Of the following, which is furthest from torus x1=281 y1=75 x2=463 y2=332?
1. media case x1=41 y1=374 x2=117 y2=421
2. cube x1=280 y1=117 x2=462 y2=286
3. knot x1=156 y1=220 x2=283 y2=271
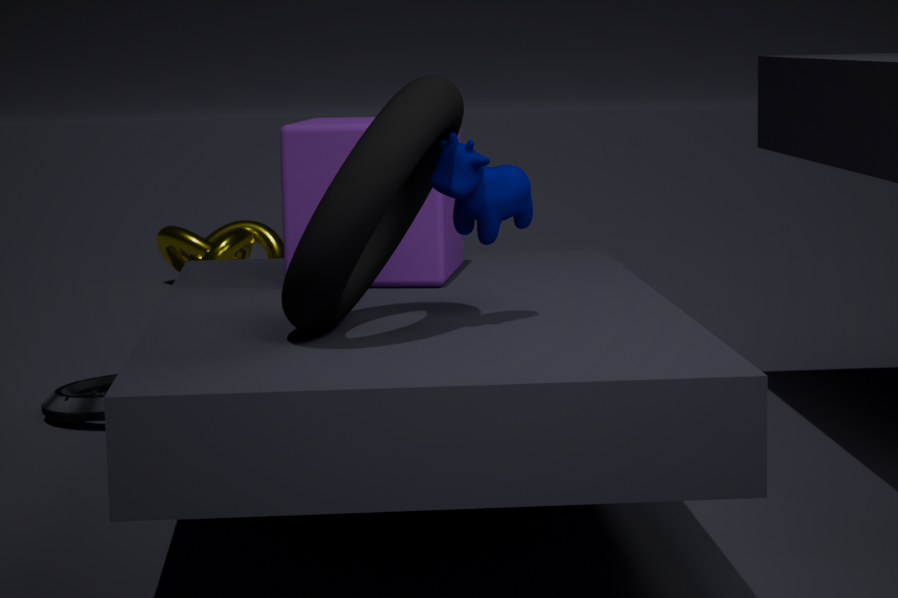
knot x1=156 y1=220 x2=283 y2=271
